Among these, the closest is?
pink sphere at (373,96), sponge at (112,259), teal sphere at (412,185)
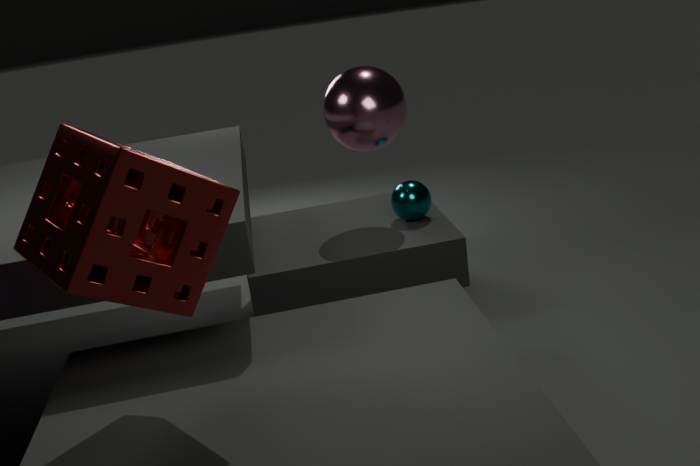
sponge at (112,259)
